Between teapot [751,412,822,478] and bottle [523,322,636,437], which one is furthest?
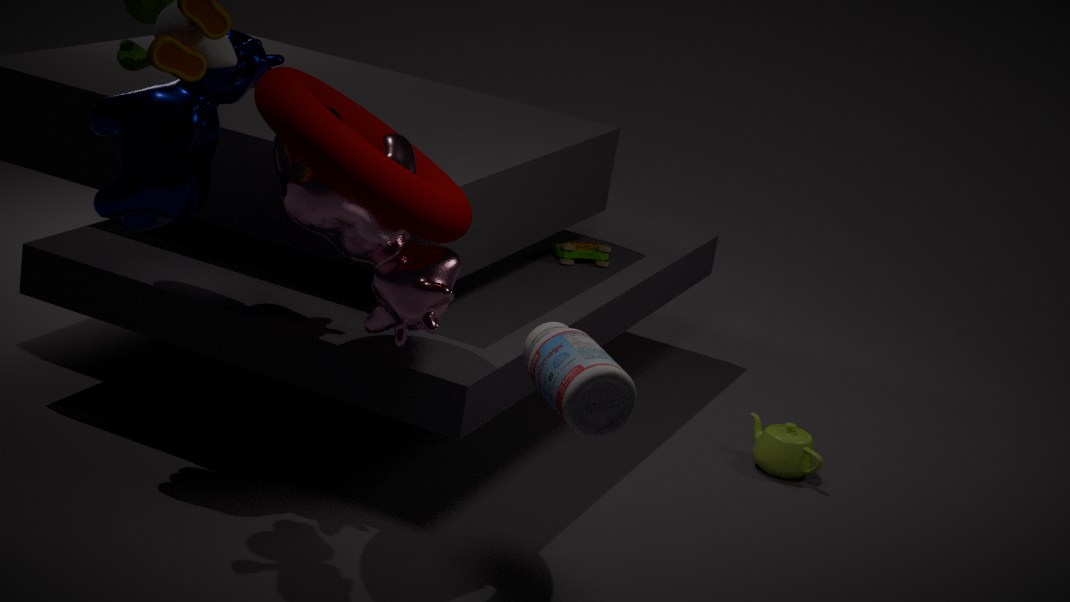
teapot [751,412,822,478]
